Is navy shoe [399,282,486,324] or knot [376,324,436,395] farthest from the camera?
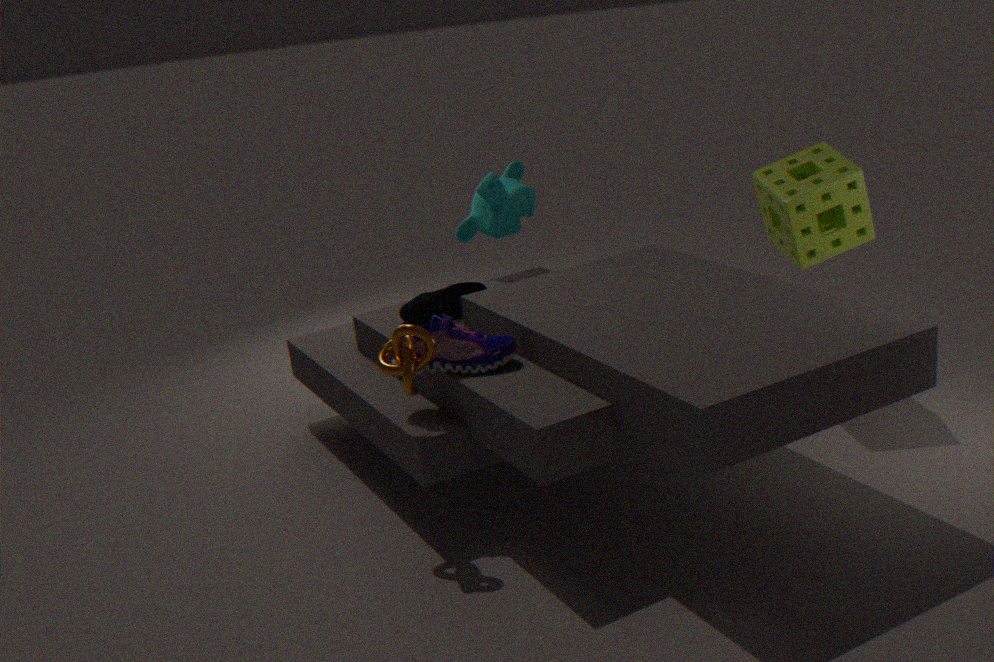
navy shoe [399,282,486,324]
